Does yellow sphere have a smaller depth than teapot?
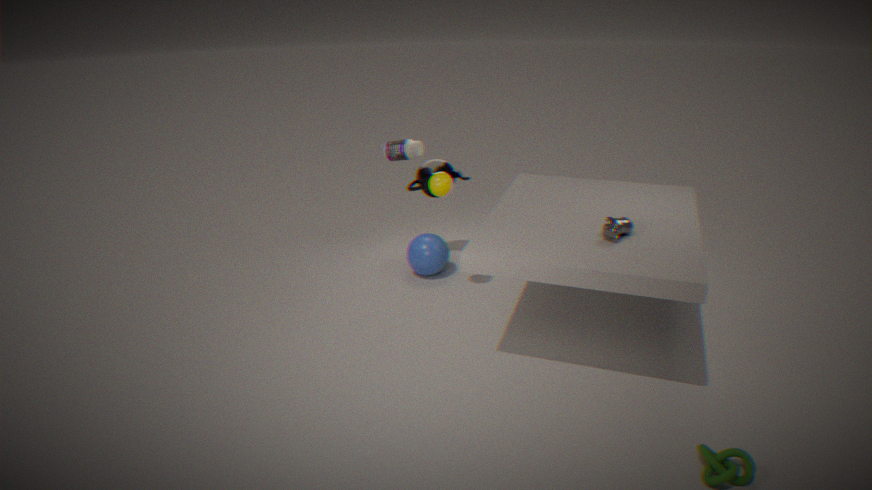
Yes
